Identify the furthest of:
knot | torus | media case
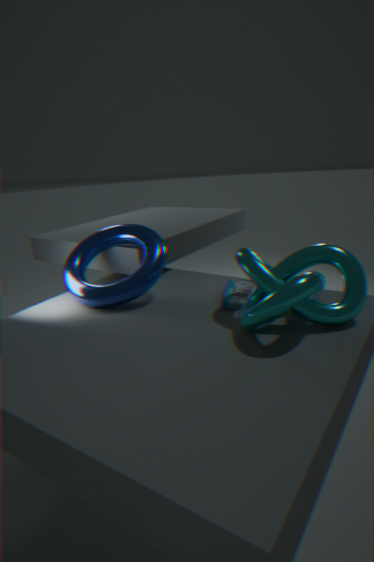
torus
